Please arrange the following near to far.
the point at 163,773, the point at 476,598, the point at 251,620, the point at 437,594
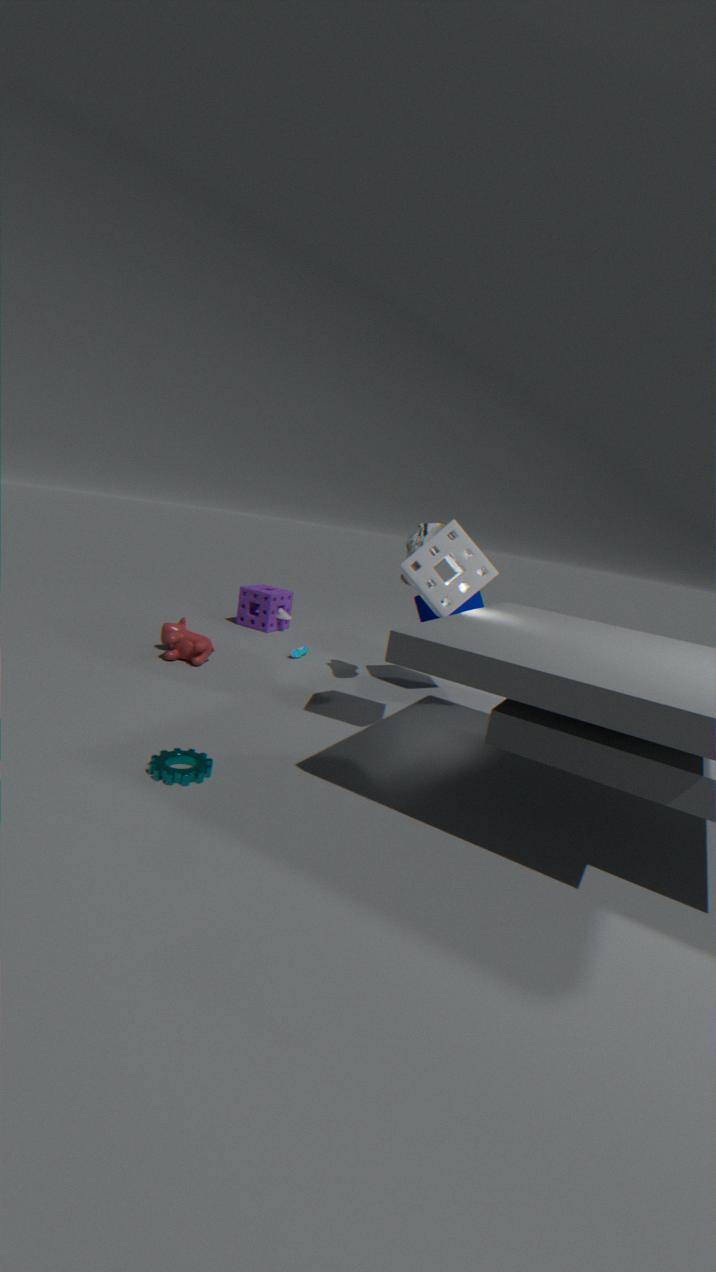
the point at 163,773 < the point at 437,594 < the point at 476,598 < the point at 251,620
